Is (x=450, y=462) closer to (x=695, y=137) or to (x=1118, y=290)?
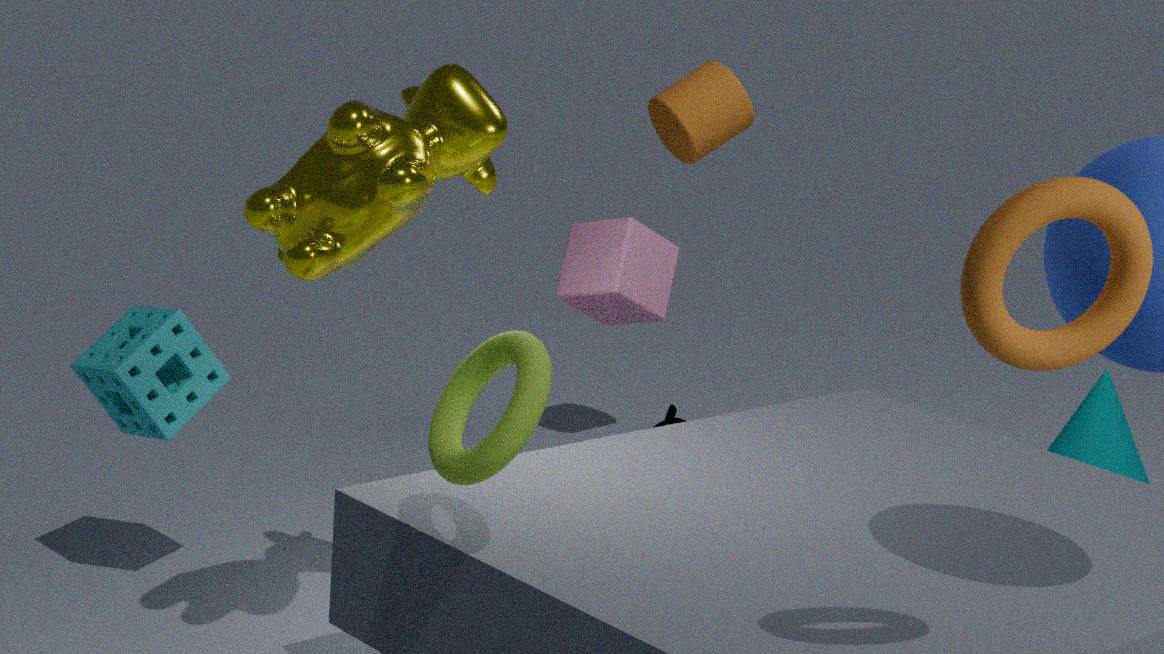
(x=1118, y=290)
